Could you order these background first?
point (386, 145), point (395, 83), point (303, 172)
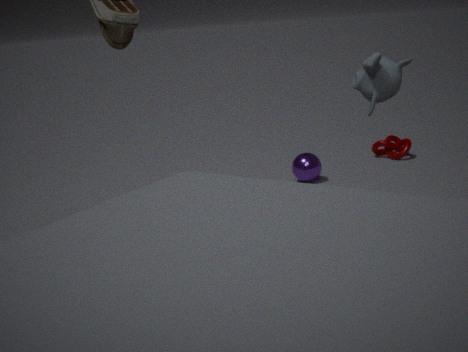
point (386, 145) < point (303, 172) < point (395, 83)
